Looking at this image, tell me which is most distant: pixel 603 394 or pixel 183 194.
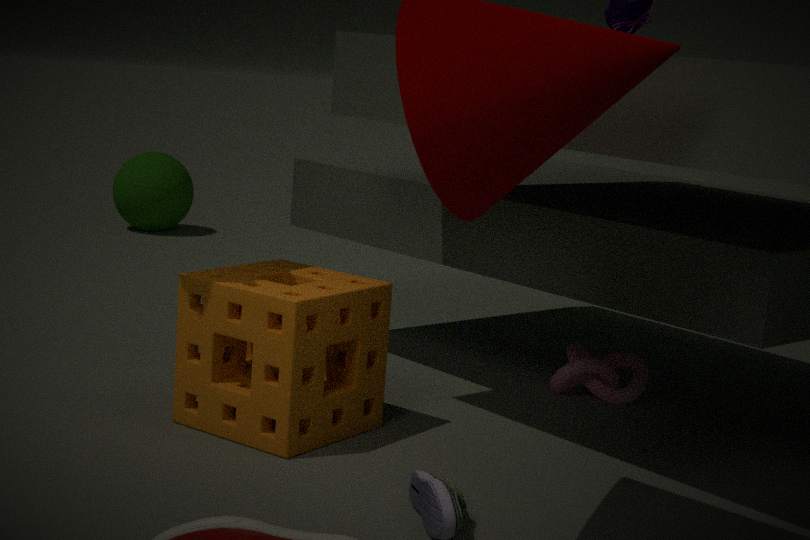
pixel 183 194
